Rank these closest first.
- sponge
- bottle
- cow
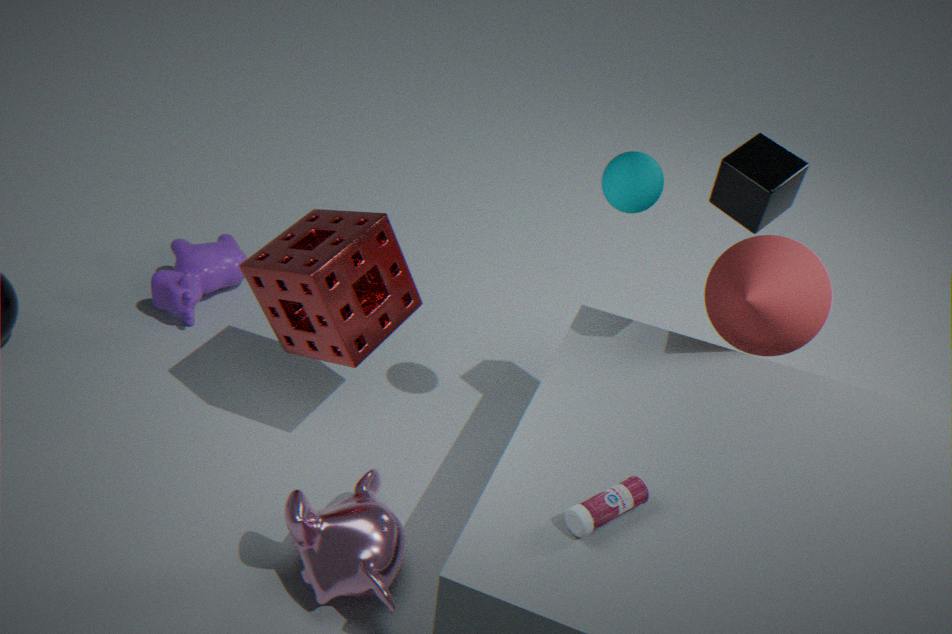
bottle
sponge
cow
